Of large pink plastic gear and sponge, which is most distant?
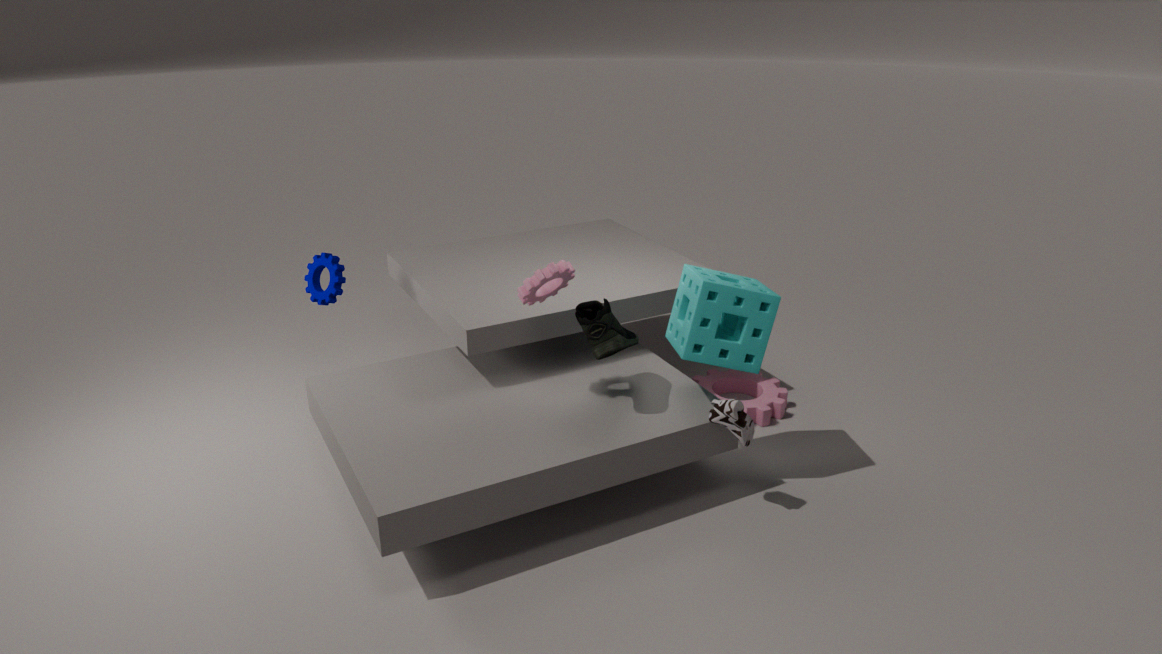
large pink plastic gear
